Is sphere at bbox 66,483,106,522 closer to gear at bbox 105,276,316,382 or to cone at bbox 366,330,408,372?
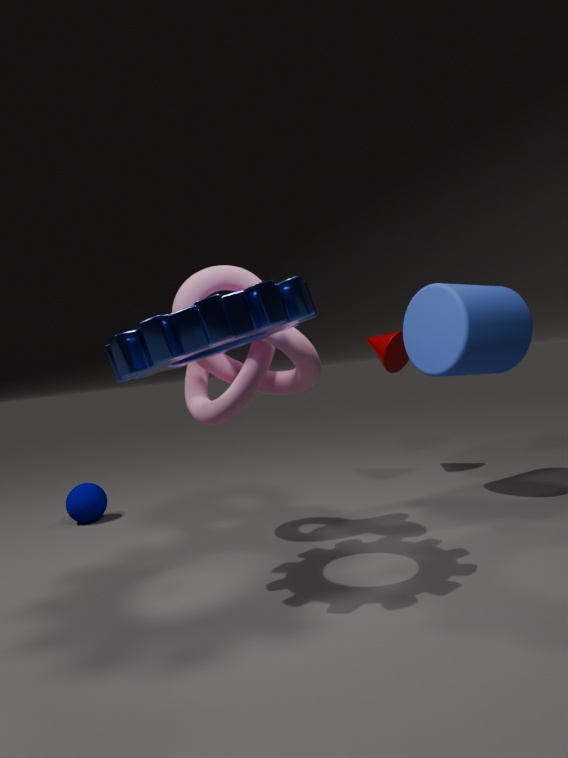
gear at bbox 105,276,316,382
